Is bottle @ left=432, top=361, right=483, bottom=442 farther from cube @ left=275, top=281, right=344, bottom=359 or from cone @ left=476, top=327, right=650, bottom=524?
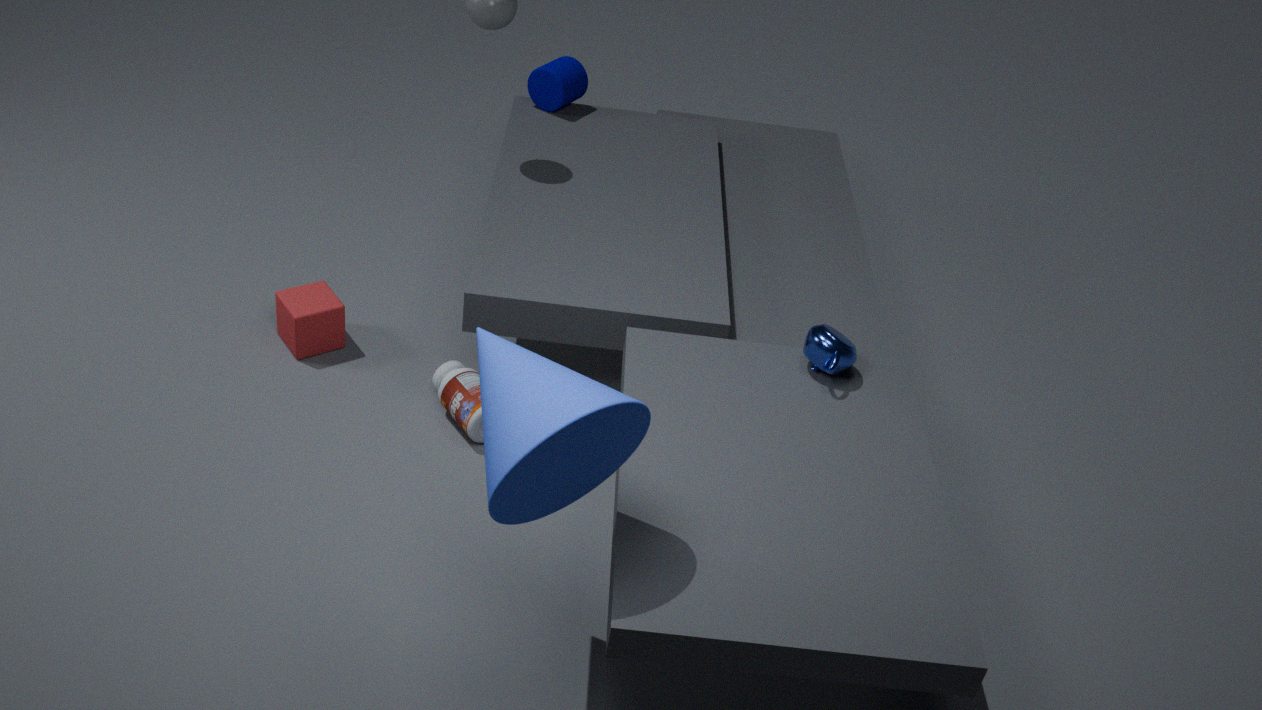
cone @ left=476, top=327, right=650, bottom=524
